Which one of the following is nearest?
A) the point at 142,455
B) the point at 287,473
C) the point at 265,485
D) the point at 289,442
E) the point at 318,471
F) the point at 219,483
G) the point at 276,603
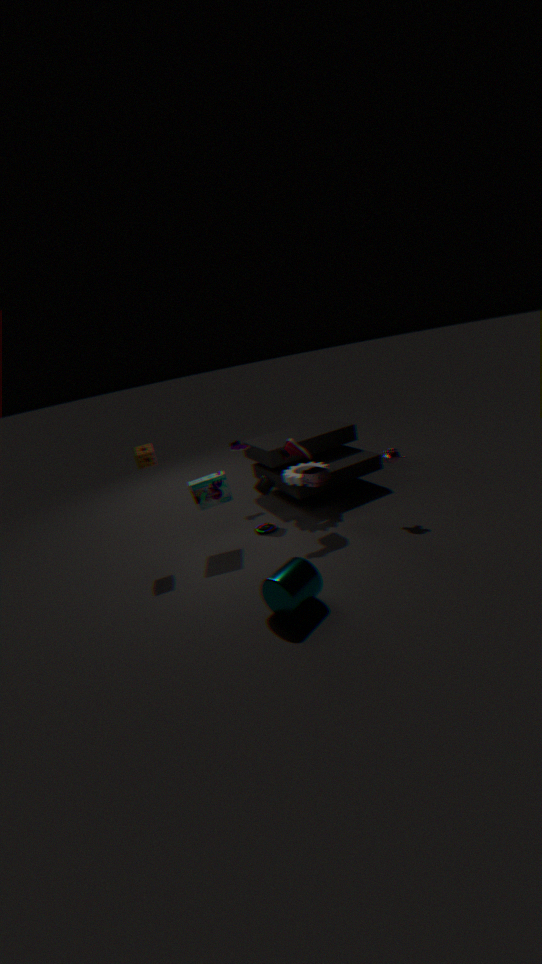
the point at 276,603
